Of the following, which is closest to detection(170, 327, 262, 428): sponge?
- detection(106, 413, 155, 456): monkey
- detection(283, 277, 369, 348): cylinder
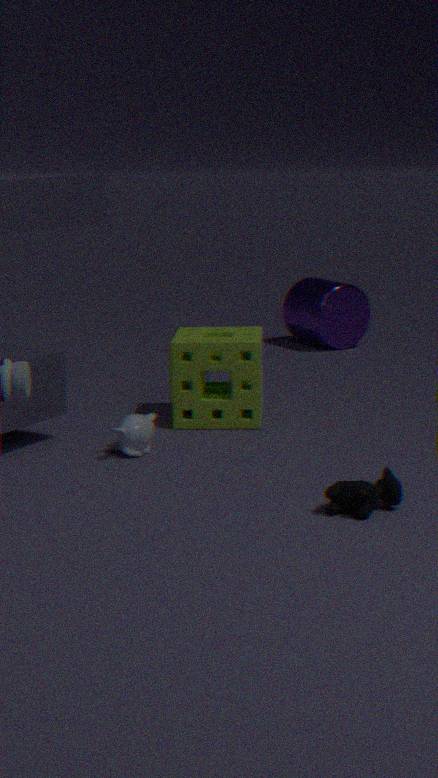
detection(106, 413, 155, 456): monkey
